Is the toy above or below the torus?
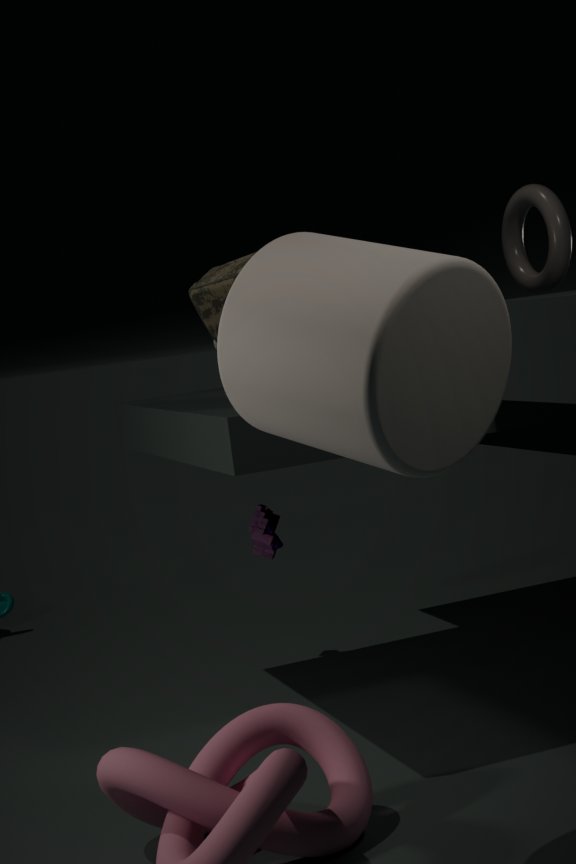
below
